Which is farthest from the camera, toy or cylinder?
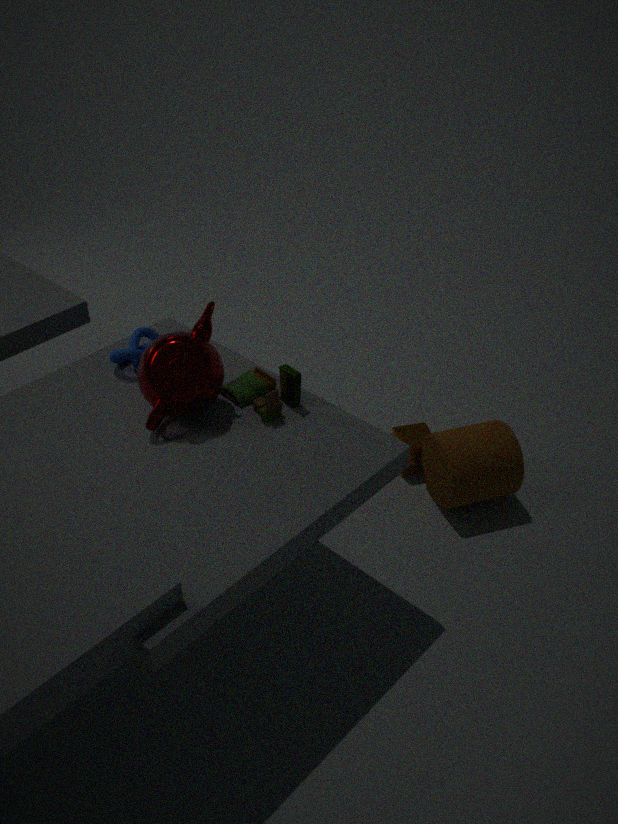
cylinder
